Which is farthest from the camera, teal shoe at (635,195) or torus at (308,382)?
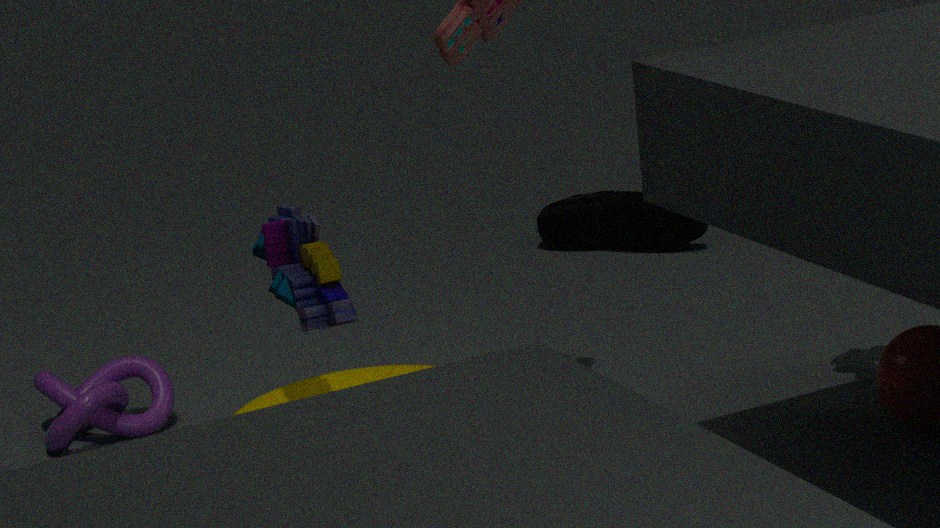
teal shoe at (635,195)
